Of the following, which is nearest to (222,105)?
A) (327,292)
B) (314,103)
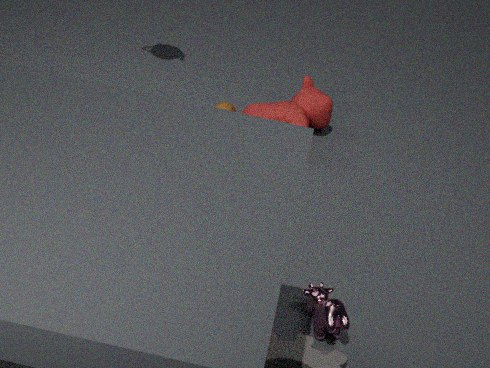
(314,103)
